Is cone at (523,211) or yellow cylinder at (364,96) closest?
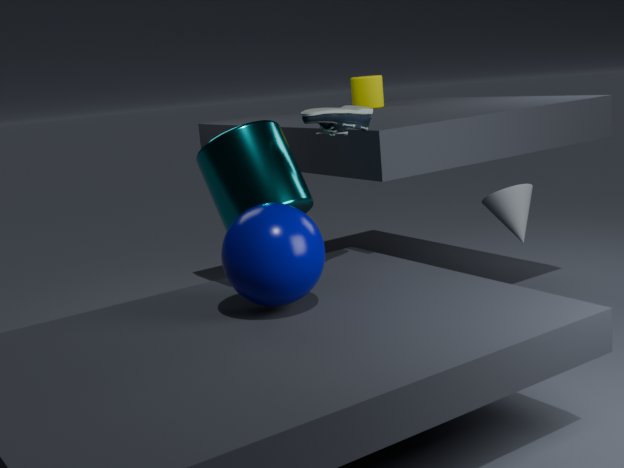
cone at (523,211)
